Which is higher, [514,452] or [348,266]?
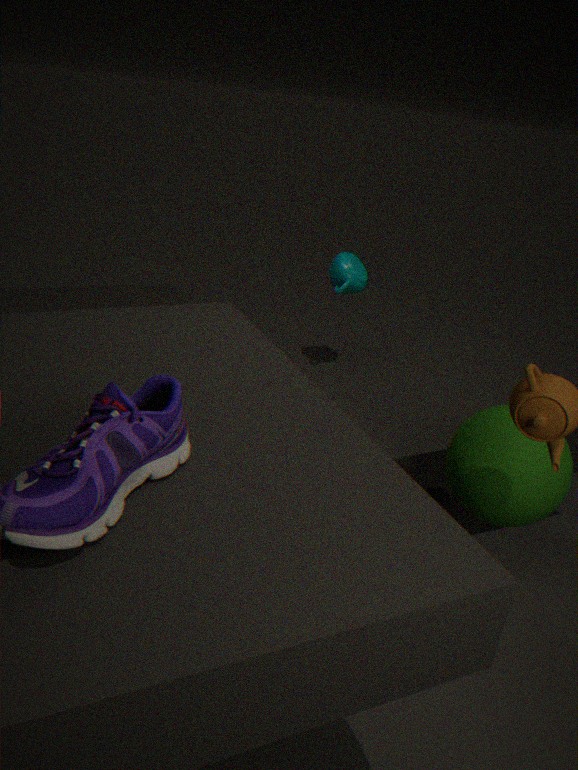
[348,266]
